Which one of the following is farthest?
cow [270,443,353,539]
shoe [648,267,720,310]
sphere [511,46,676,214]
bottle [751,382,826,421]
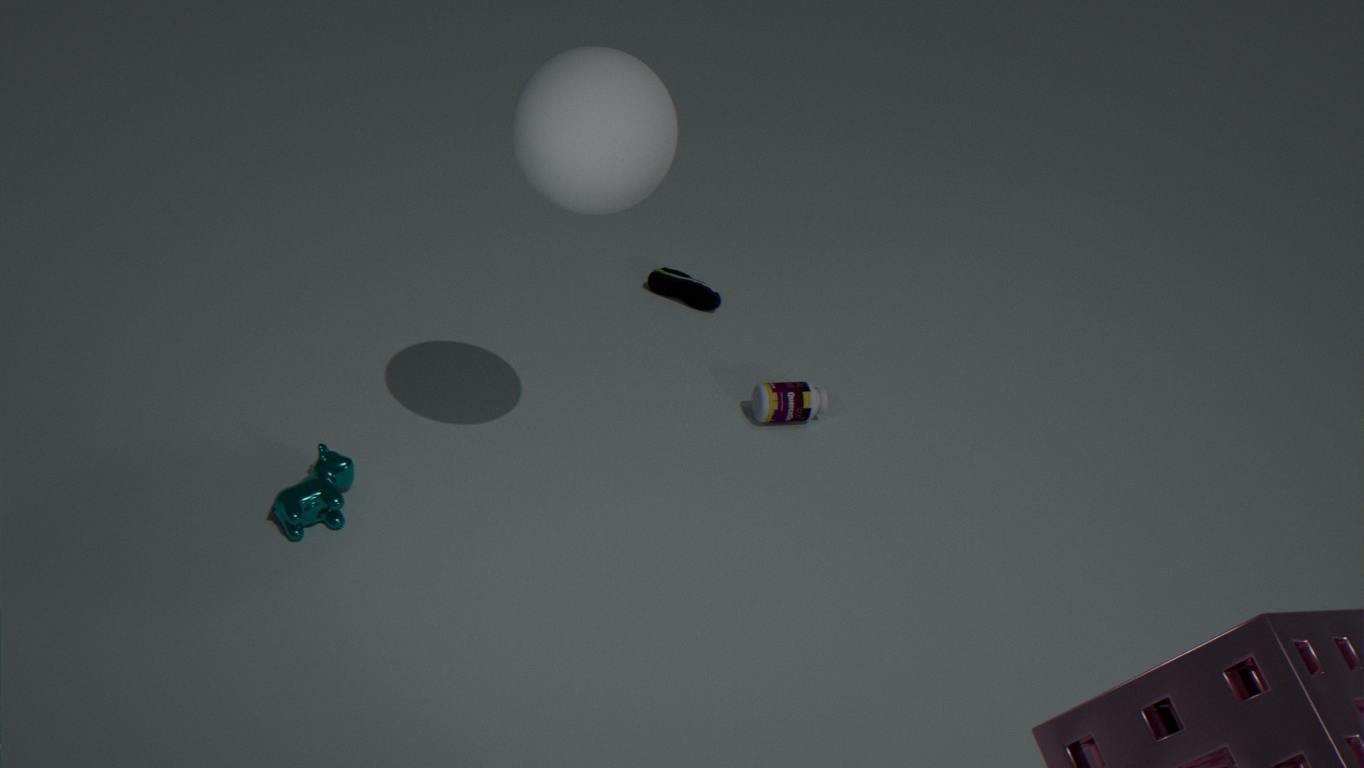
shoe [648,267,720,310]
